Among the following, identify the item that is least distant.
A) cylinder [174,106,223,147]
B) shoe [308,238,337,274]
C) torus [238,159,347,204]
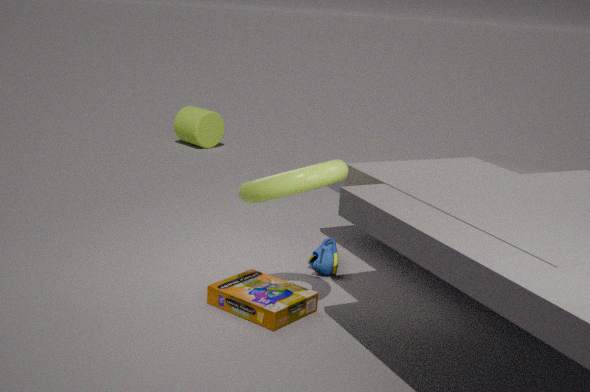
torus [238,159,347,204]
